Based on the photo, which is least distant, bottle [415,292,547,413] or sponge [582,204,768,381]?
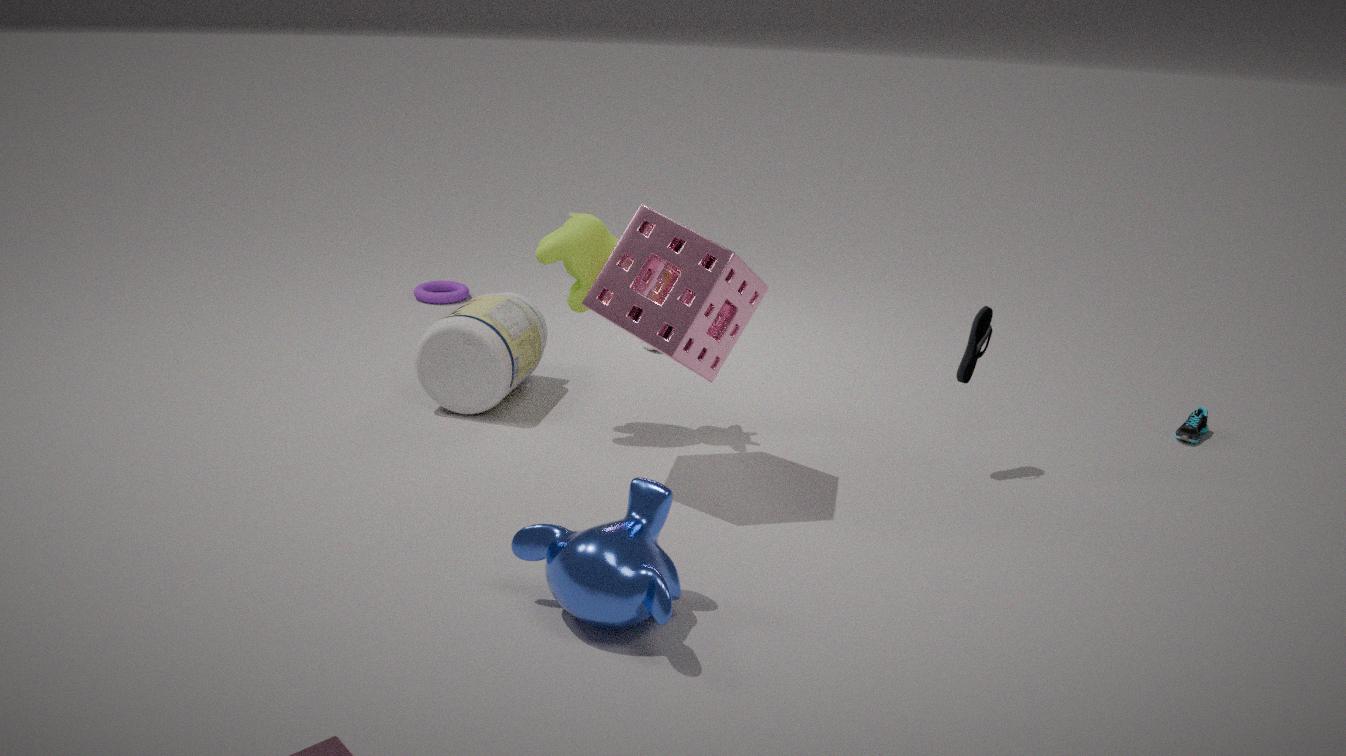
sponge [582,204,768,381]
